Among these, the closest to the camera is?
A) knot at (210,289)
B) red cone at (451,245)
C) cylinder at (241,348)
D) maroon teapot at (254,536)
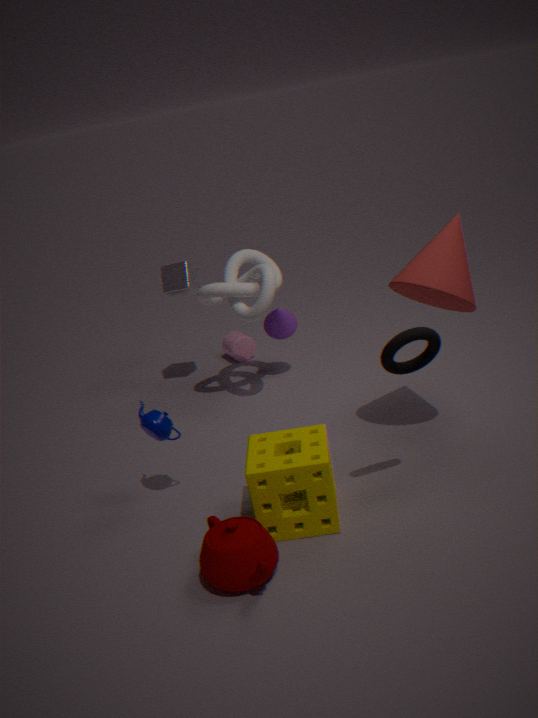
maroon teapot at (254,536)
